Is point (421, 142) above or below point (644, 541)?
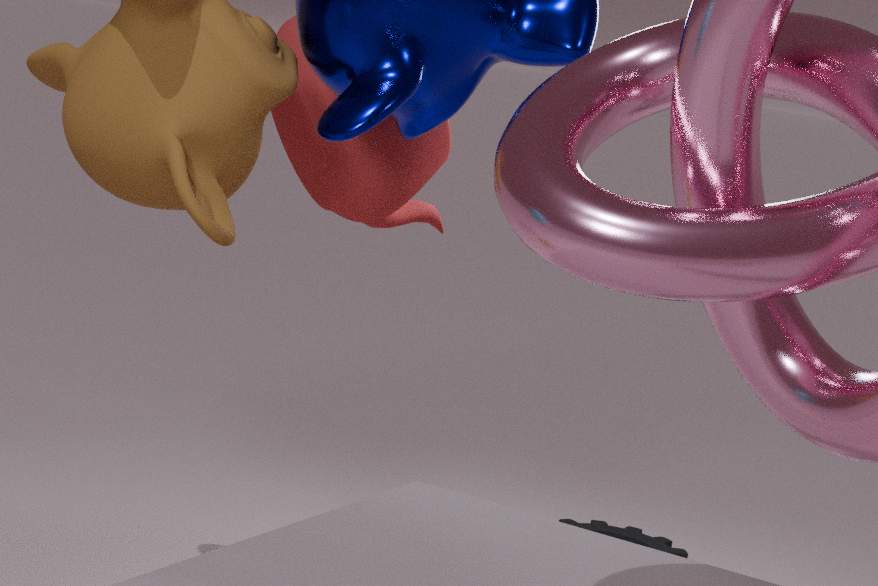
above
